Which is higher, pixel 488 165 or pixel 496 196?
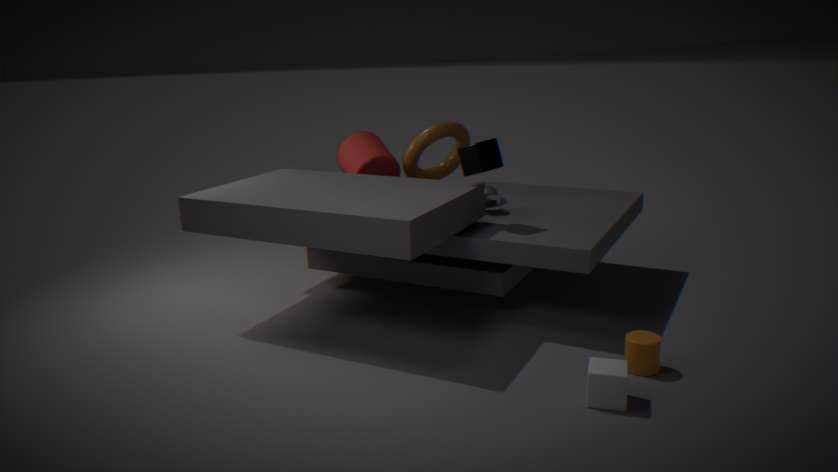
pixel 488 165
